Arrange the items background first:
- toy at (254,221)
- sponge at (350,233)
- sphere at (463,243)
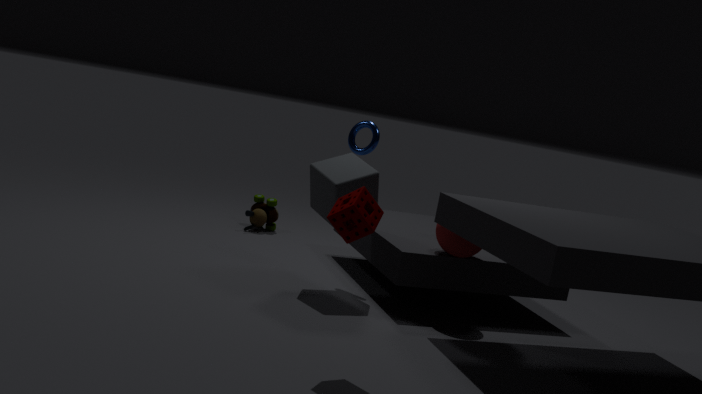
1. toy at (254,221)
2. sphere at (463,243)
3. sponge at (350,233)
